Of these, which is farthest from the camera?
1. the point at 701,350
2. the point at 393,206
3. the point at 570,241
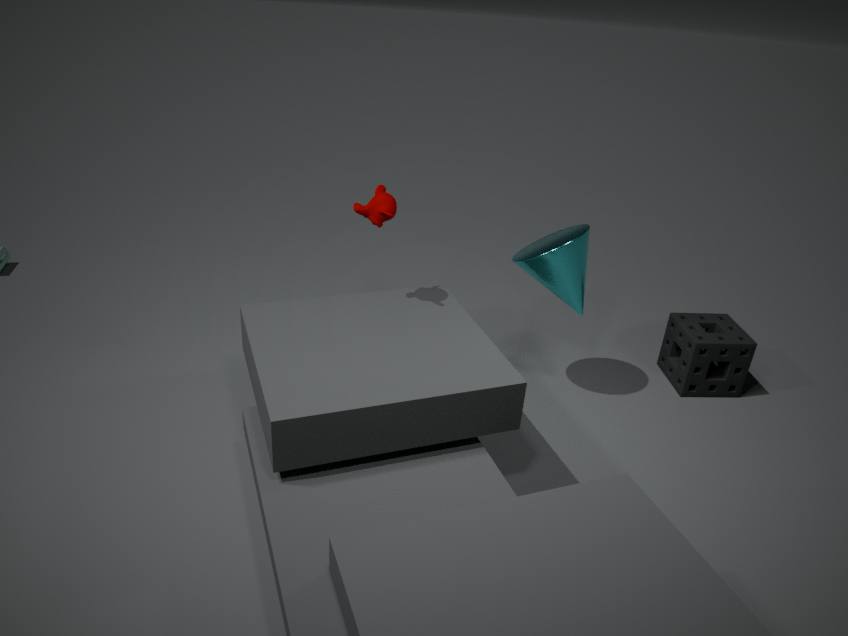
the point at 701,350
